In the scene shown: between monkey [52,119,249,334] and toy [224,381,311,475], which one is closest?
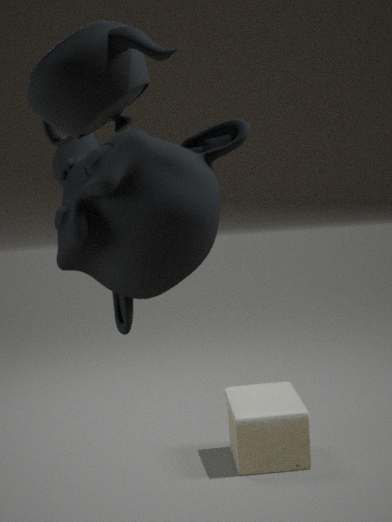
monkey [52,119,249,334]
